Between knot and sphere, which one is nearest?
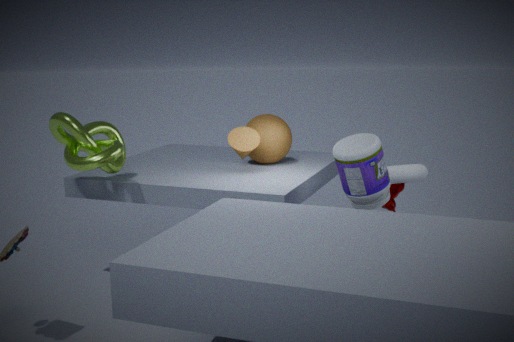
knot
